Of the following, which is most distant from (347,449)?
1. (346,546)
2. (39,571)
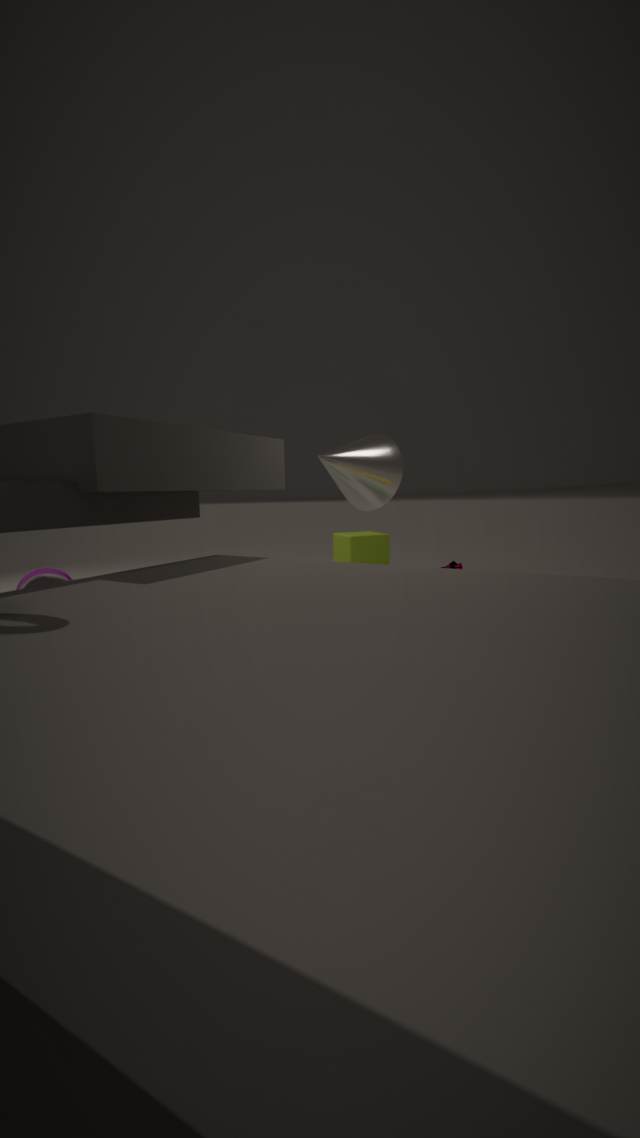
(39,571)
